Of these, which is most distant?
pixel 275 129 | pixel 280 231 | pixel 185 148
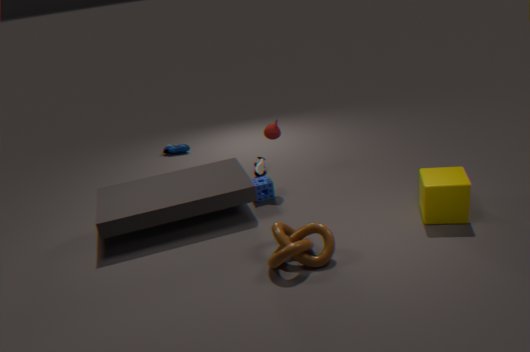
pixel 185 148
